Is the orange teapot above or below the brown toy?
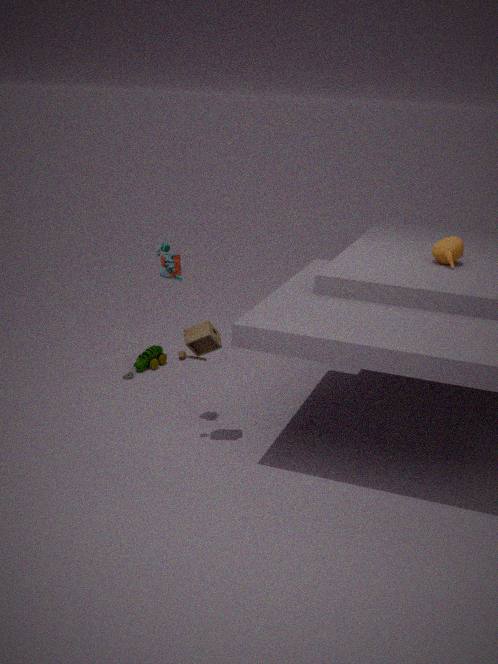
above
